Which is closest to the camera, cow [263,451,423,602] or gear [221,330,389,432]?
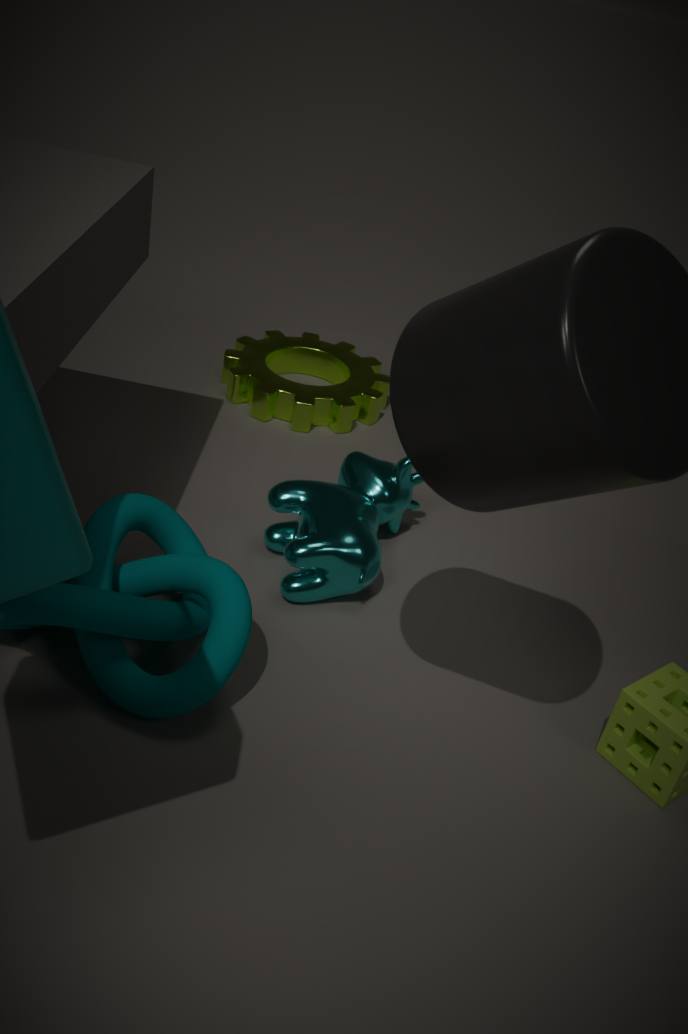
cow [263,451,423,602]
